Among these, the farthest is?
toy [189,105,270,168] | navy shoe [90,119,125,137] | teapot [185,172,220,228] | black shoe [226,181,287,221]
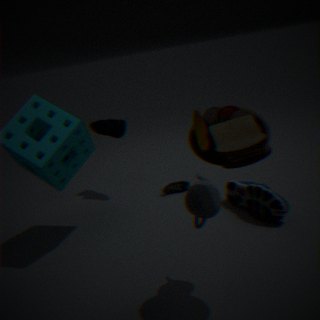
navy shoe [90,119,125,137]
